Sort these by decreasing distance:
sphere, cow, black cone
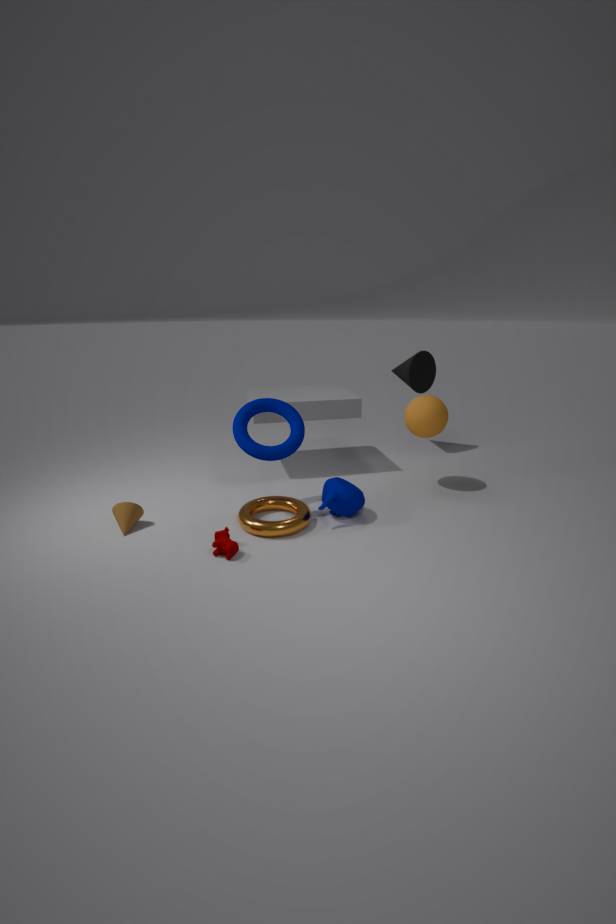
black cone, sphere, cow
